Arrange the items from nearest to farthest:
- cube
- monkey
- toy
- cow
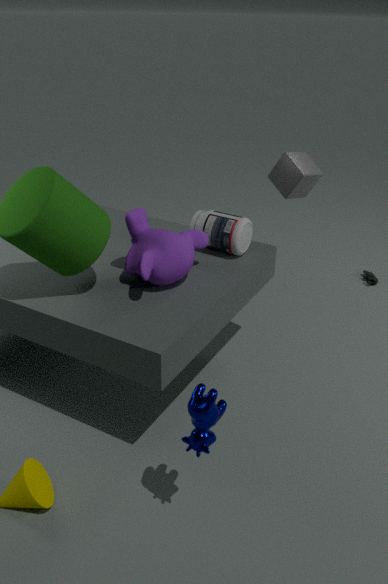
cow < monkey < cube < toy
